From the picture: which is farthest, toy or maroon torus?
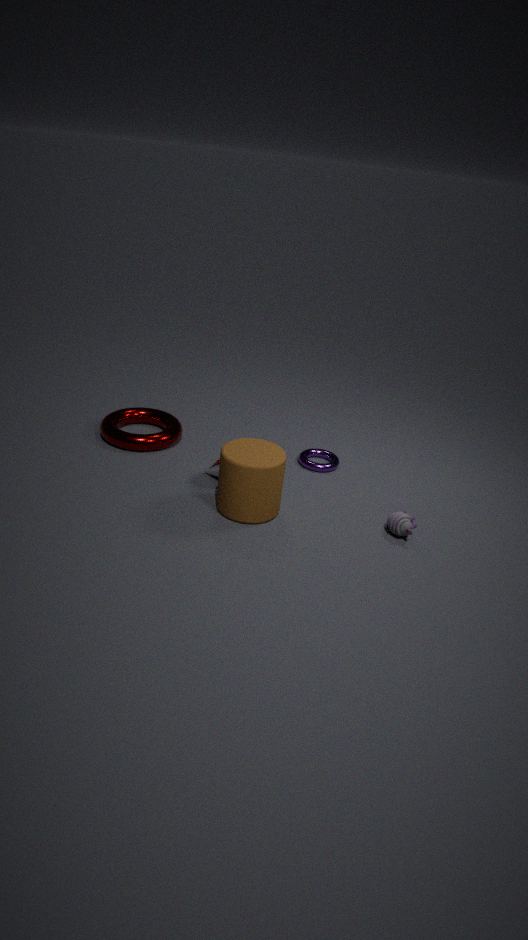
maroon torus
